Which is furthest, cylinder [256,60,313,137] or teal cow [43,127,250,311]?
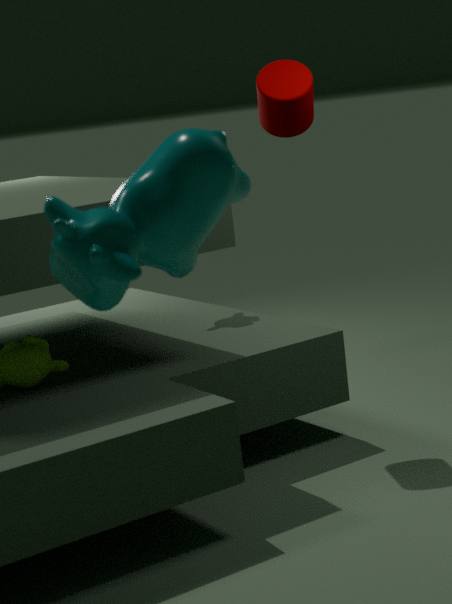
cylinder [256,60,313,137]
